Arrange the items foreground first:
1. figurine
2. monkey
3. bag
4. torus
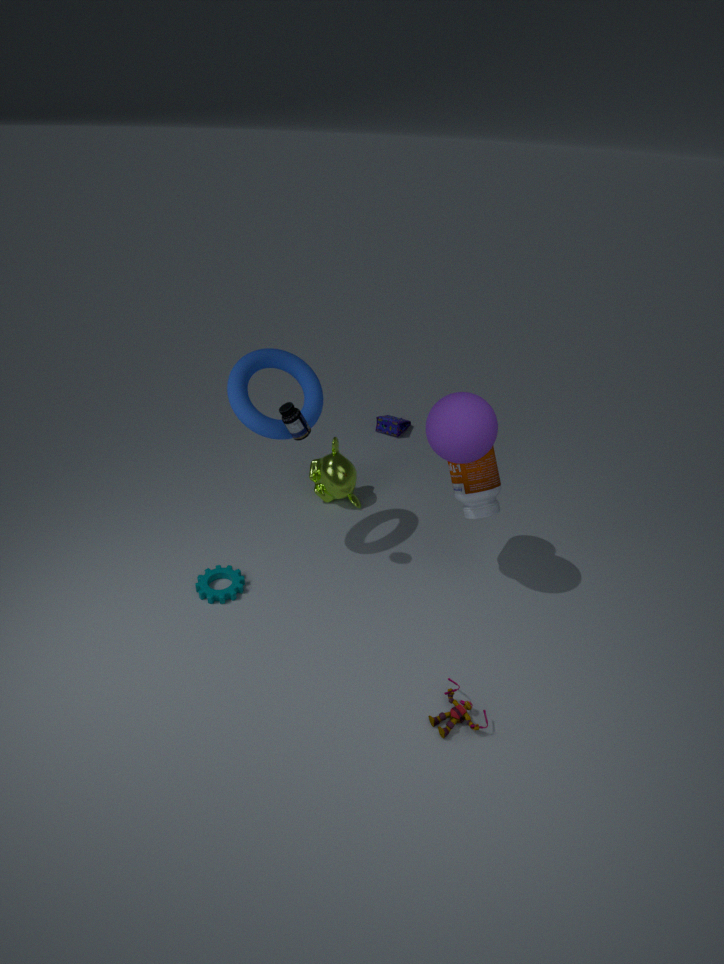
figurine < torus < monkey < bag
